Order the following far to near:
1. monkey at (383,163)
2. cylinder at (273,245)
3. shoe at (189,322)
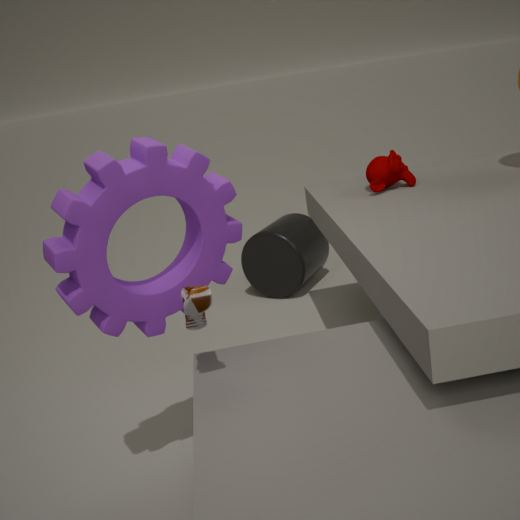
cylinder at (273,245) < monkey at (383,163) < shoe at (189,322)
